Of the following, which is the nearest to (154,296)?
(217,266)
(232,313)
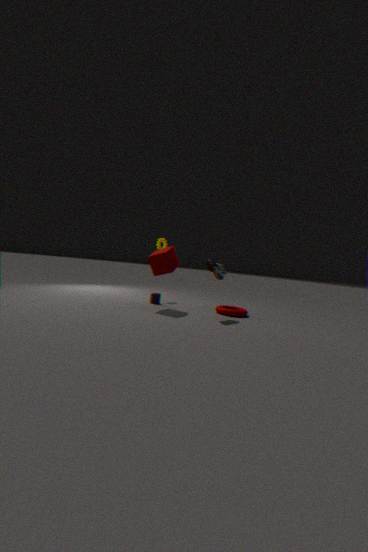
(217,266)
